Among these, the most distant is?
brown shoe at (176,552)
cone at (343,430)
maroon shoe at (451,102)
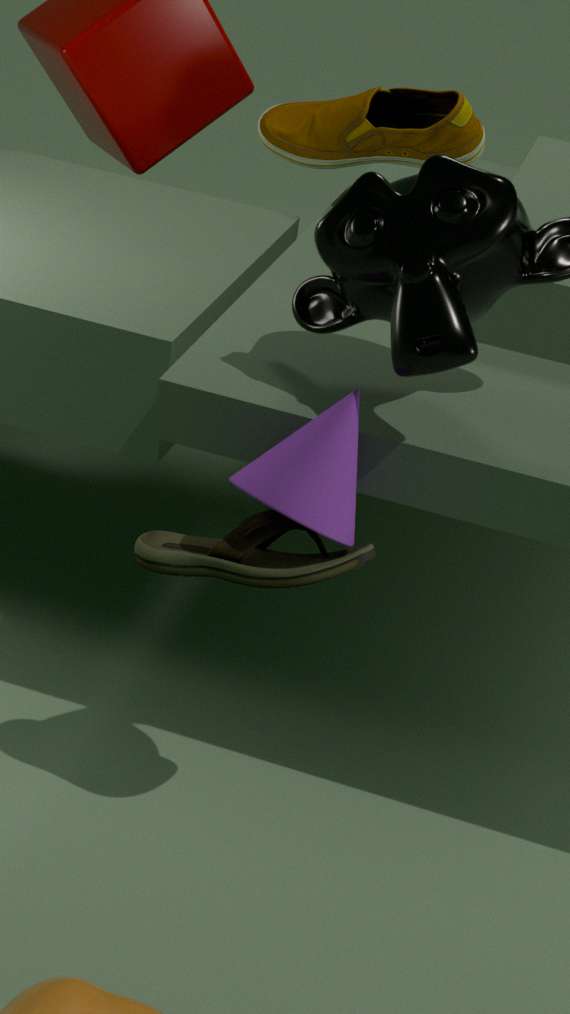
maroon shoe at (451,102)
